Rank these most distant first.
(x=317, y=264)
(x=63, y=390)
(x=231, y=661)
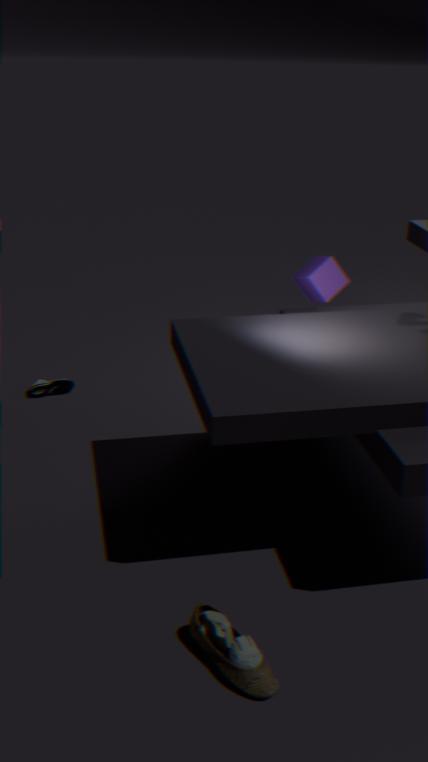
(x=63, y=390), (x=317, y=264), (x=231, y=661)
